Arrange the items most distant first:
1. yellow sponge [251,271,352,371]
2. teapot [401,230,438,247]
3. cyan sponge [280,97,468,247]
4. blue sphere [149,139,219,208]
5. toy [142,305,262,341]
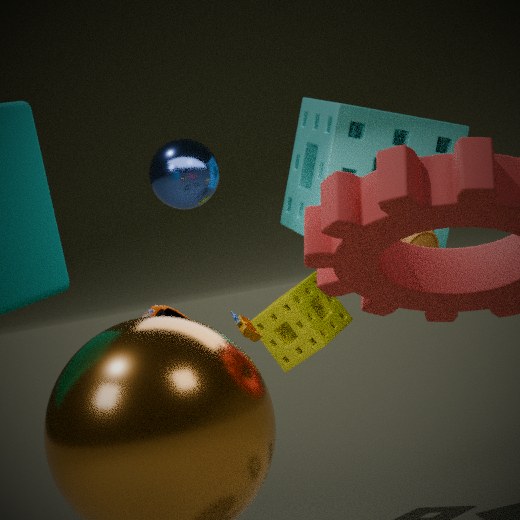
yellow sponge [251,271,352,371] → cyan sponge [280,97,468,247] → blue sphere [149,139,219,208] → teapot [401,230,438,247] → toy [142,305,262,341]
